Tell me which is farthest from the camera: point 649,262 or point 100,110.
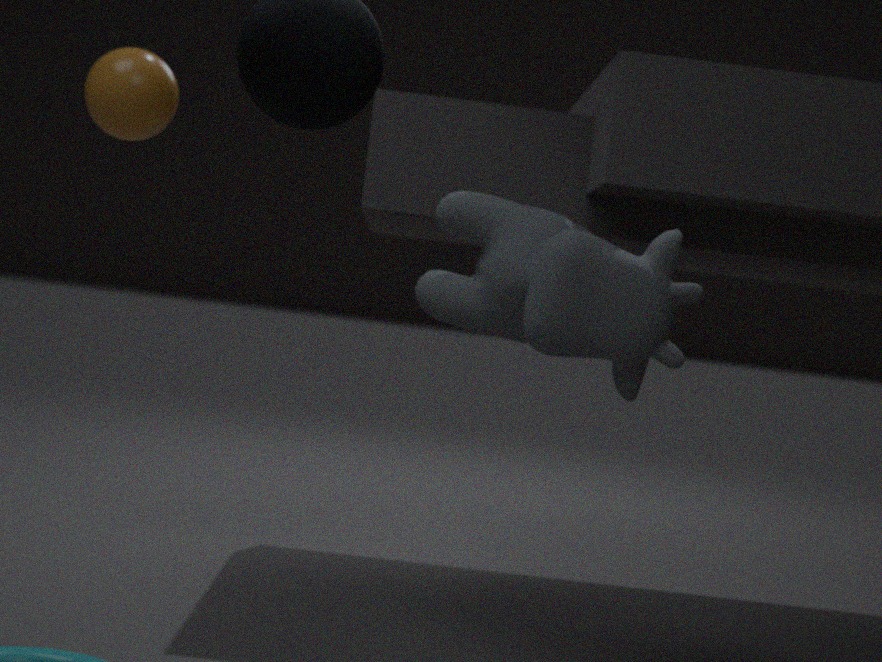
point 100,110
